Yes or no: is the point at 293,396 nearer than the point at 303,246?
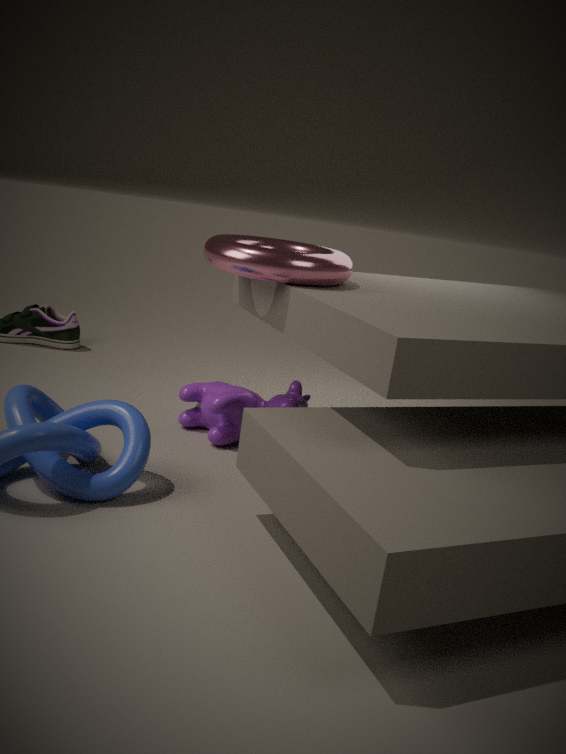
No
